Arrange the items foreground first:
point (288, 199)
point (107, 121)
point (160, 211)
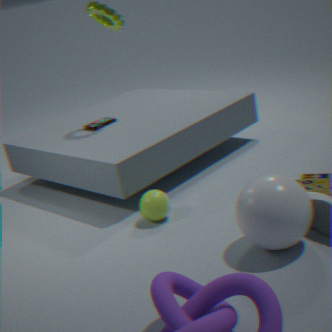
Result: point (288, 199), point (160, 211), point (107, 121)
